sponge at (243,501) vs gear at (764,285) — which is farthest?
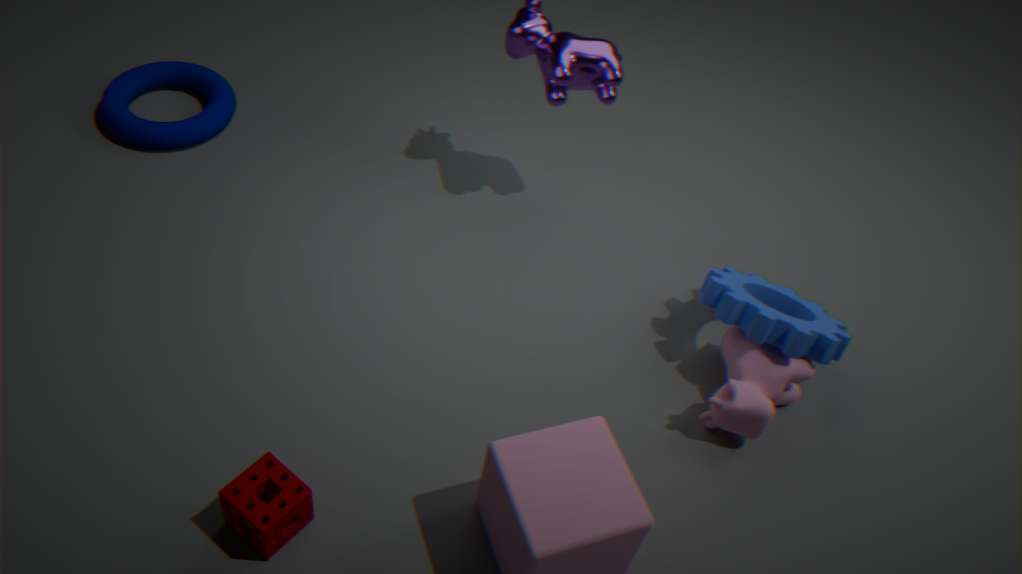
gear at (764,285)
